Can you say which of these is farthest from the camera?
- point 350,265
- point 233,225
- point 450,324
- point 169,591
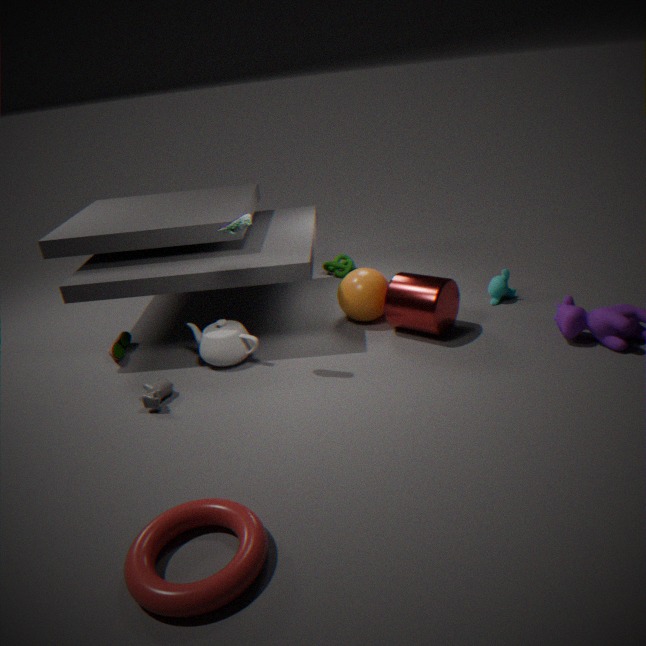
point 350,265
